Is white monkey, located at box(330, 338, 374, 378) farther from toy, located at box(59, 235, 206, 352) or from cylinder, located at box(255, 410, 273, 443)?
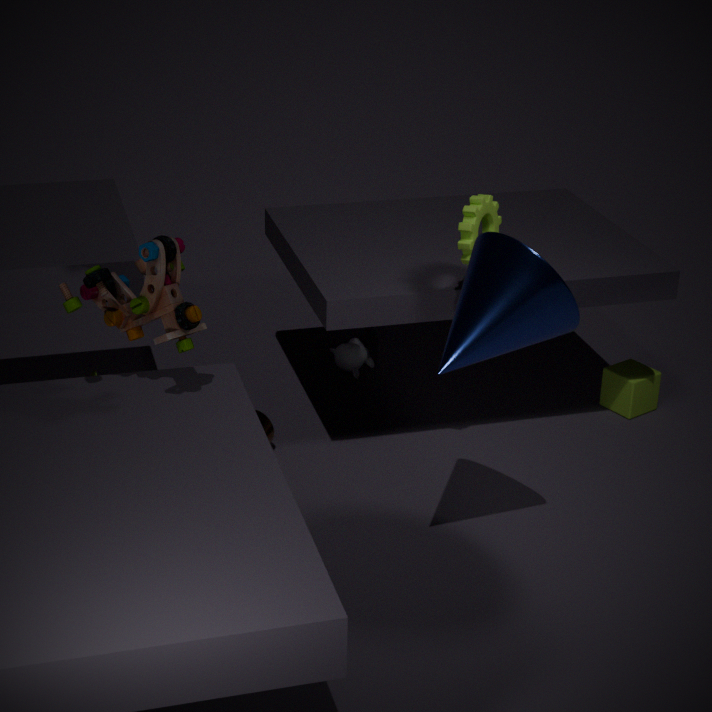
toy, located at box(59, 235, 206, 352)
